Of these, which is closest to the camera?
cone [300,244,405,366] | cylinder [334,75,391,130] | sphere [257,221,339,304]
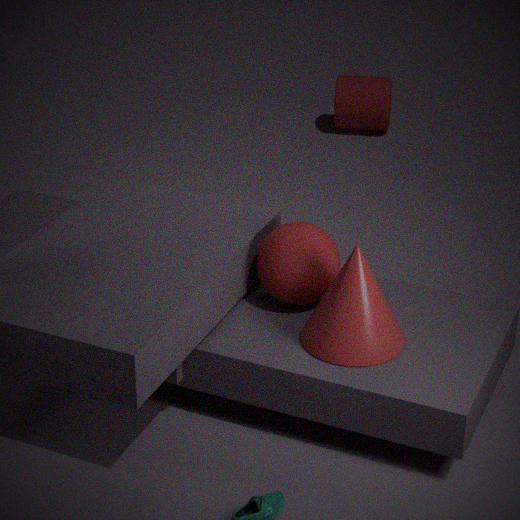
cone [300,244,405,366]
